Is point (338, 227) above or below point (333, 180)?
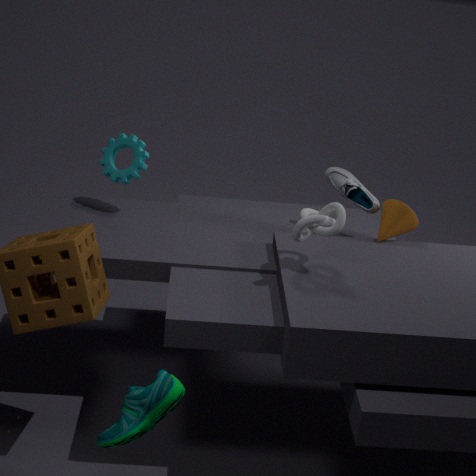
above
